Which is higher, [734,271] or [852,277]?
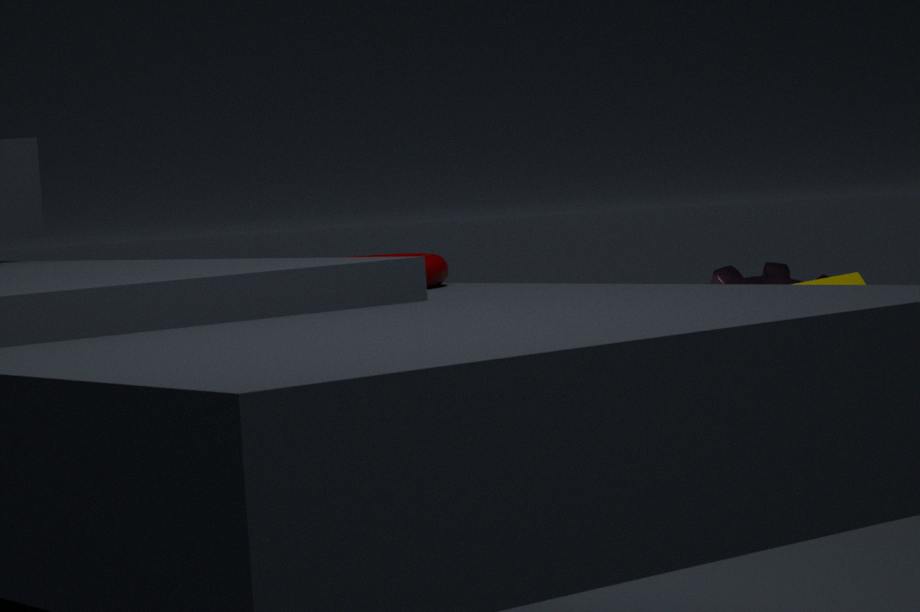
[734,271]
